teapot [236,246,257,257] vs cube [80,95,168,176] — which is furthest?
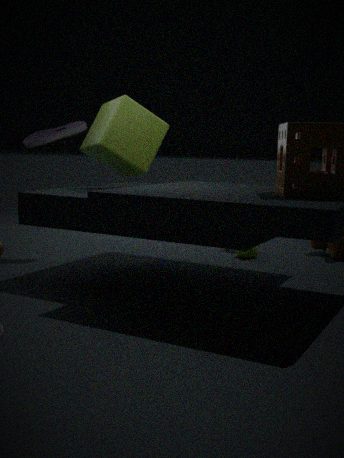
teapot [236,246,257,257]
